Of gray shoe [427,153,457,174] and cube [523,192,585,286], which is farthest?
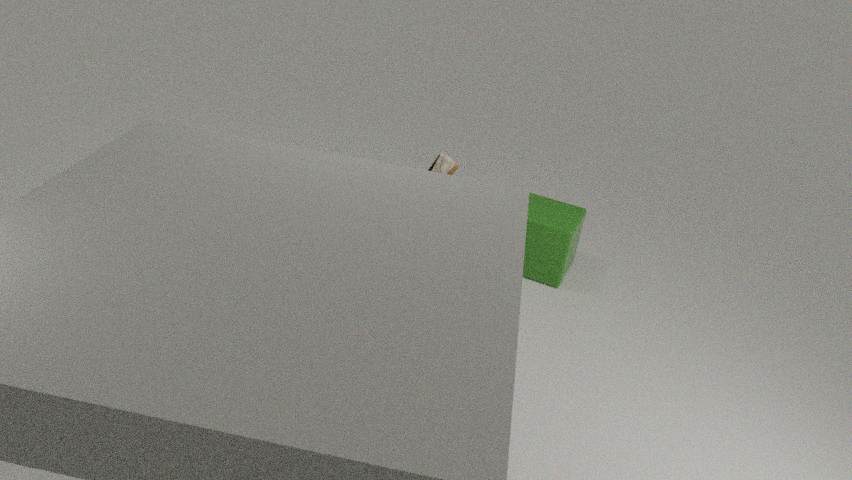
cube [523,192,585,286]
